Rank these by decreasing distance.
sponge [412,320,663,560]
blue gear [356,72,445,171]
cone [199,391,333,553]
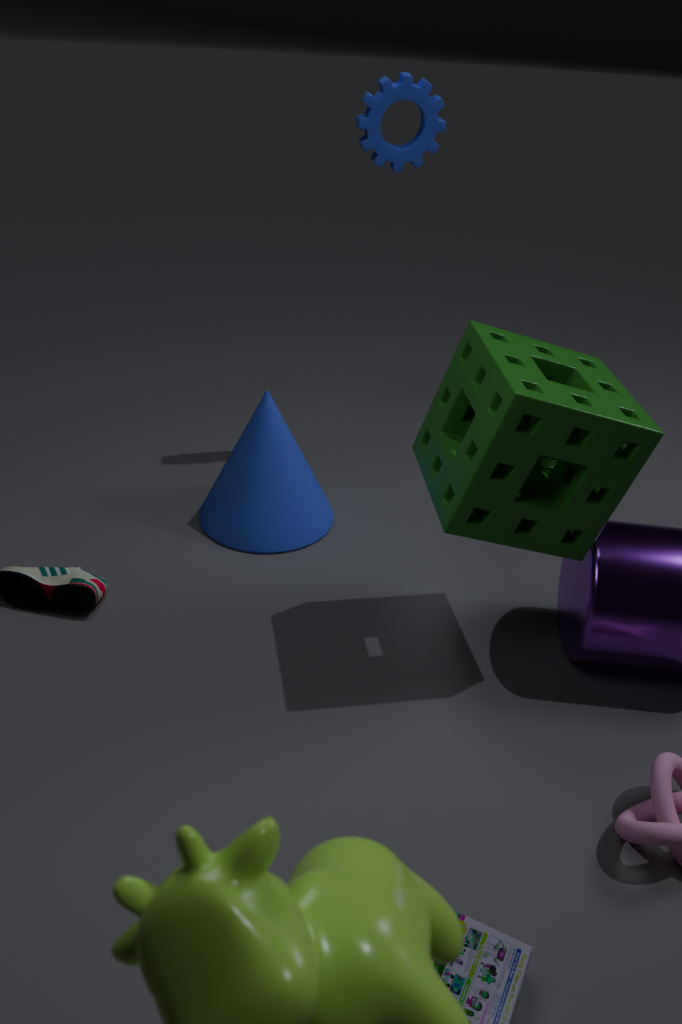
blue gear [356,72,445,171]
cone [199,391,333,553]
sponge [412,320,663,560]
